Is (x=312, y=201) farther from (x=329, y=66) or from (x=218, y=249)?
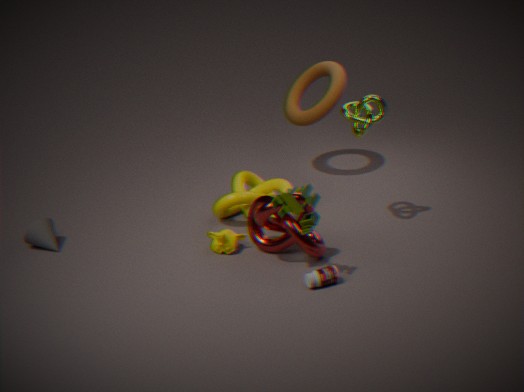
(x=329, y=66)
